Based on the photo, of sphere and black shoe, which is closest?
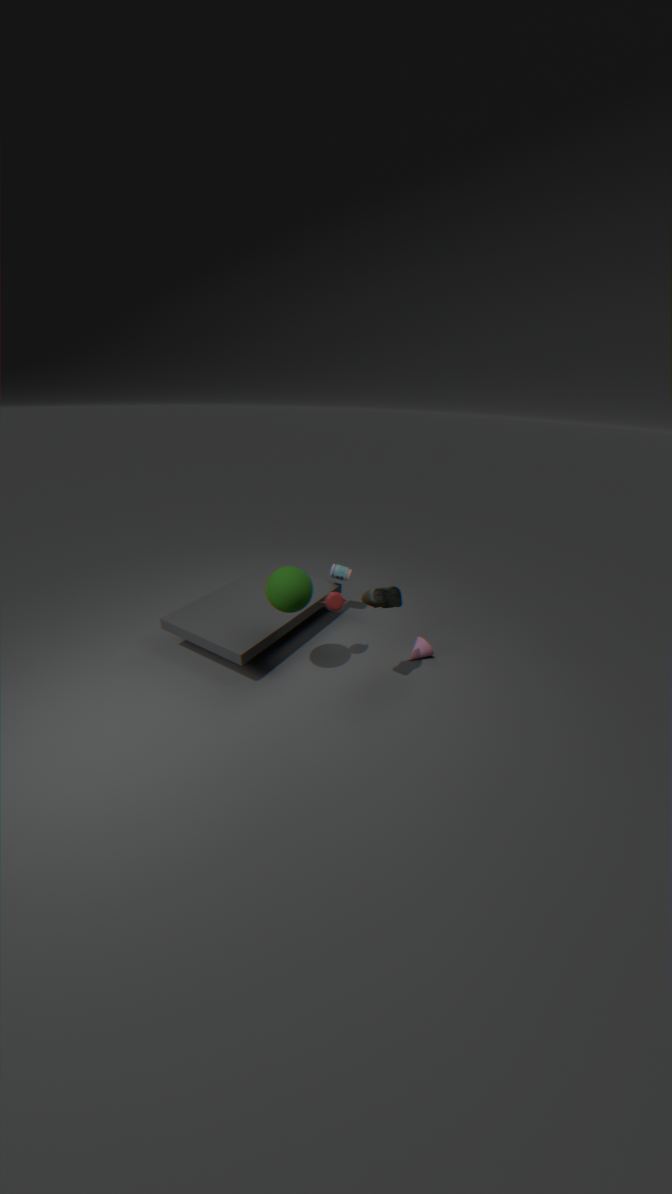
black shoe
